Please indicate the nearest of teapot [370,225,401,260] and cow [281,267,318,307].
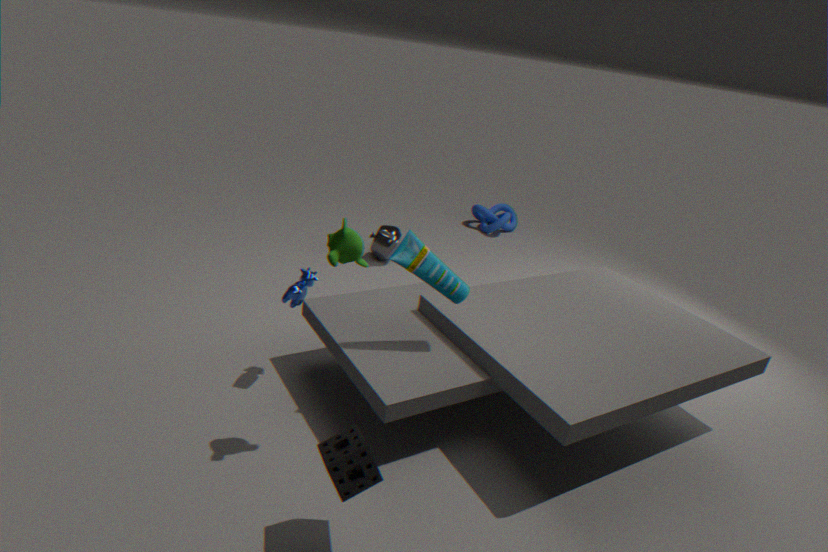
cow [281,267,318,307]
